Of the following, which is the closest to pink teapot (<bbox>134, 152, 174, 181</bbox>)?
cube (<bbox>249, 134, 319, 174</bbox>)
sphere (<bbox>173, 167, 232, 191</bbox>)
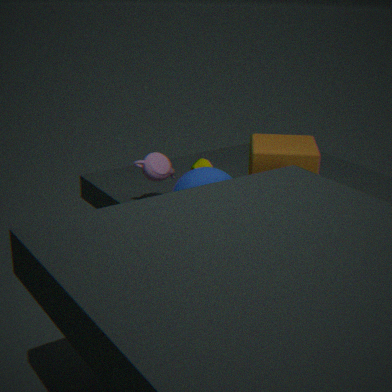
sphere (<bbox>173, 167, 232, 191</bbox>)
